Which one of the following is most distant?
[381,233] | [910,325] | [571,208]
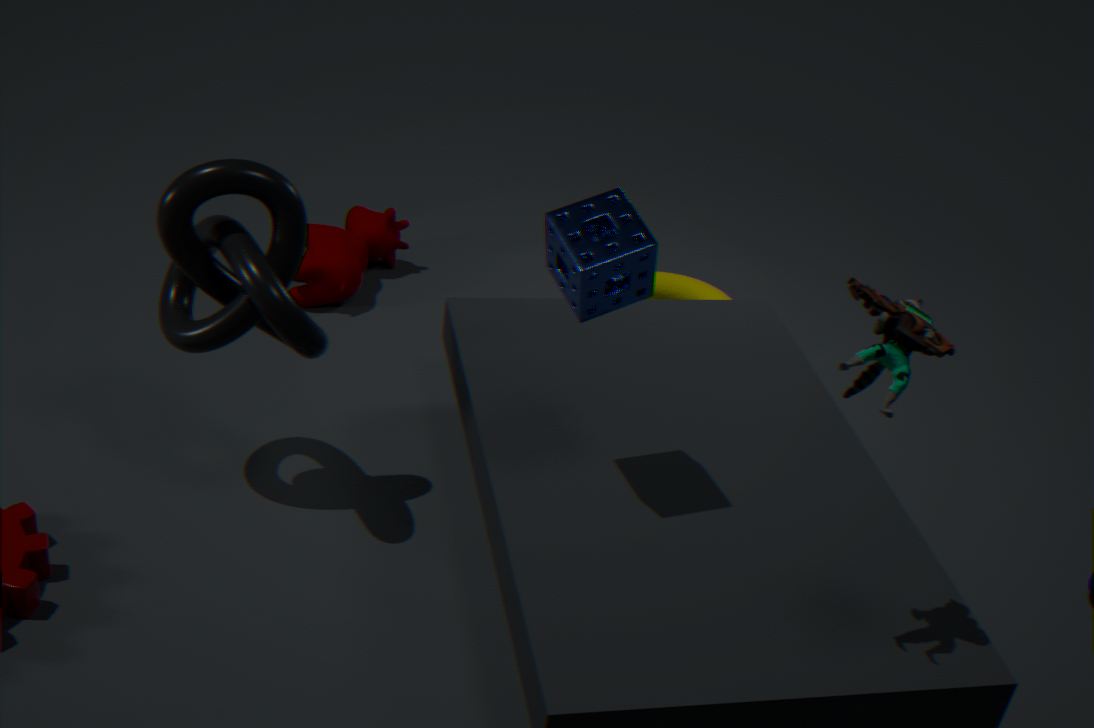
[381,233]
